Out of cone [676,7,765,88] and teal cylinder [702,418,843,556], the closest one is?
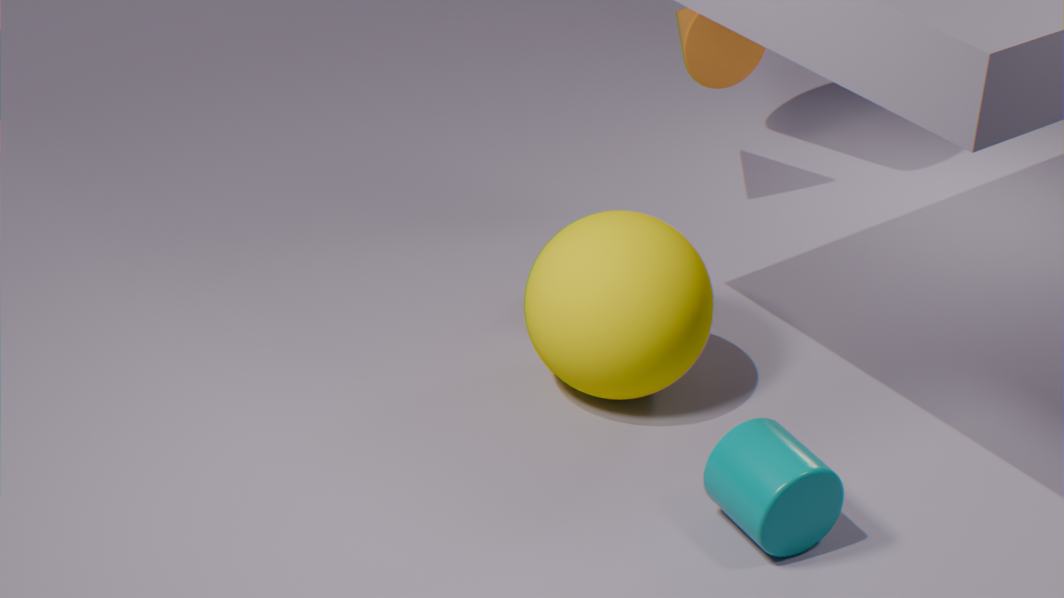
teal cylinder [702,418,843,556]
